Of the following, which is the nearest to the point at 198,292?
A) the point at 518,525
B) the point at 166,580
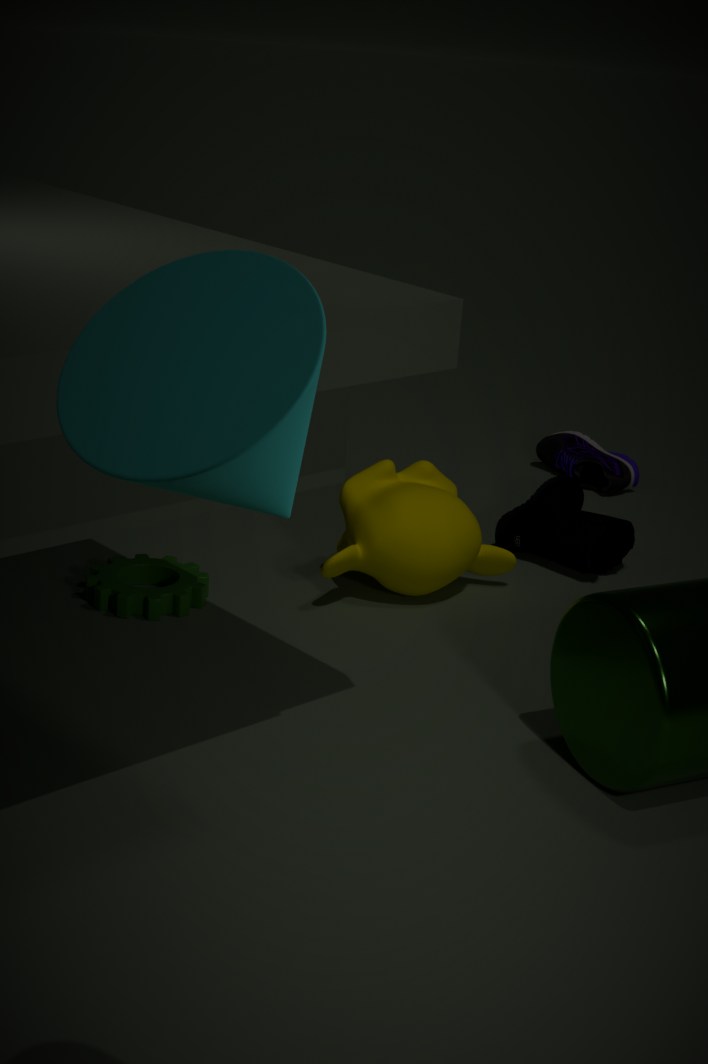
the point at 166,580
